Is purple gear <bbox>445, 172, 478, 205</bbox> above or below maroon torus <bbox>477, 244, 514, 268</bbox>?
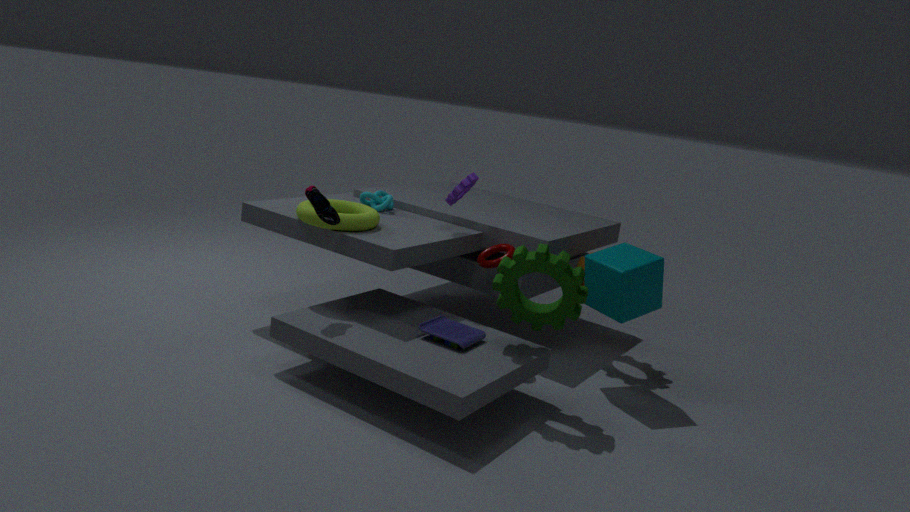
above
